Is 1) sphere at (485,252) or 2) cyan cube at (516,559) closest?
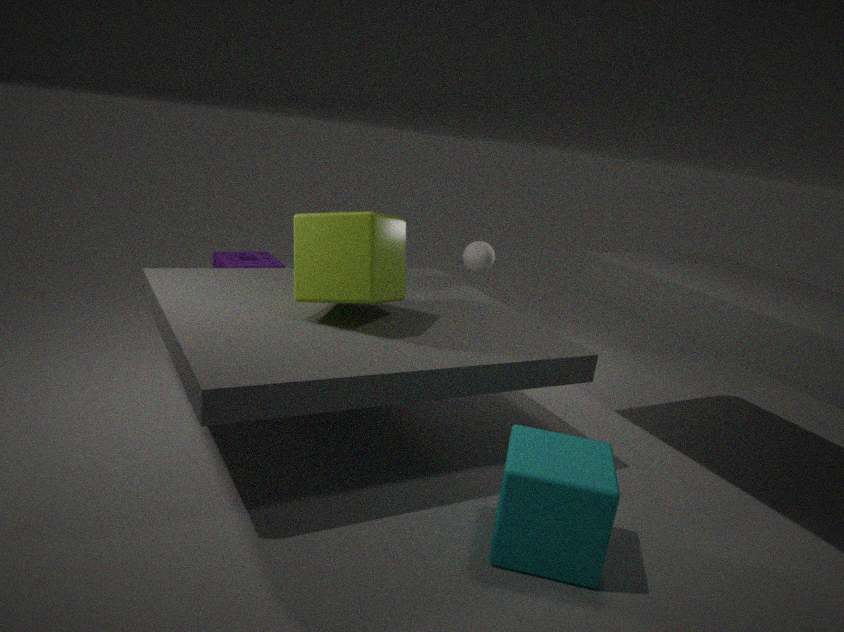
2. cyan cube at (516,559)
